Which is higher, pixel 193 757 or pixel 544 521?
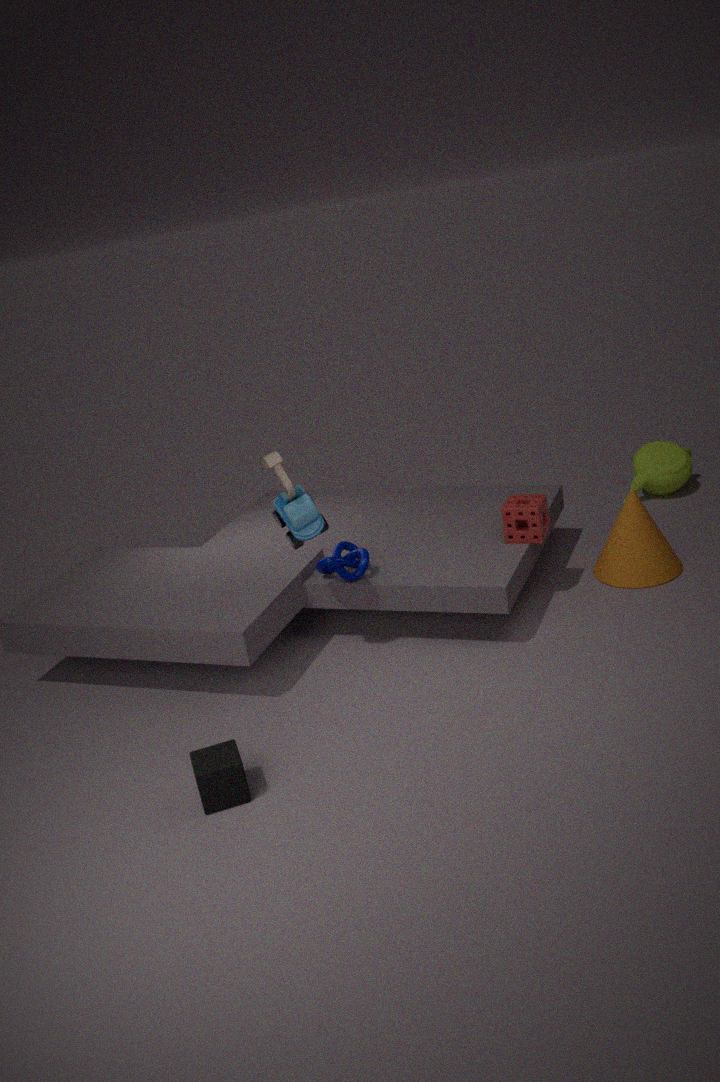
pixel 544 521
